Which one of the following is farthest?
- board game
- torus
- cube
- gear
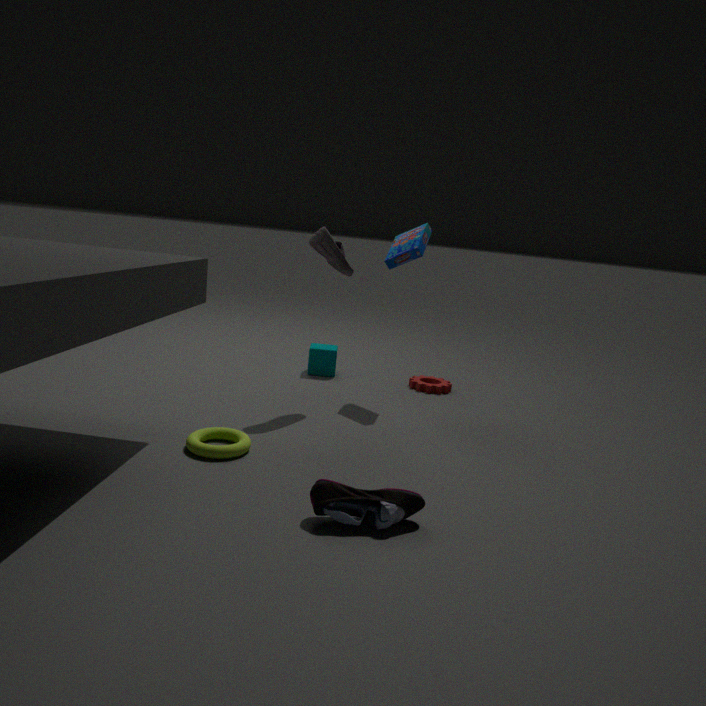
cube
